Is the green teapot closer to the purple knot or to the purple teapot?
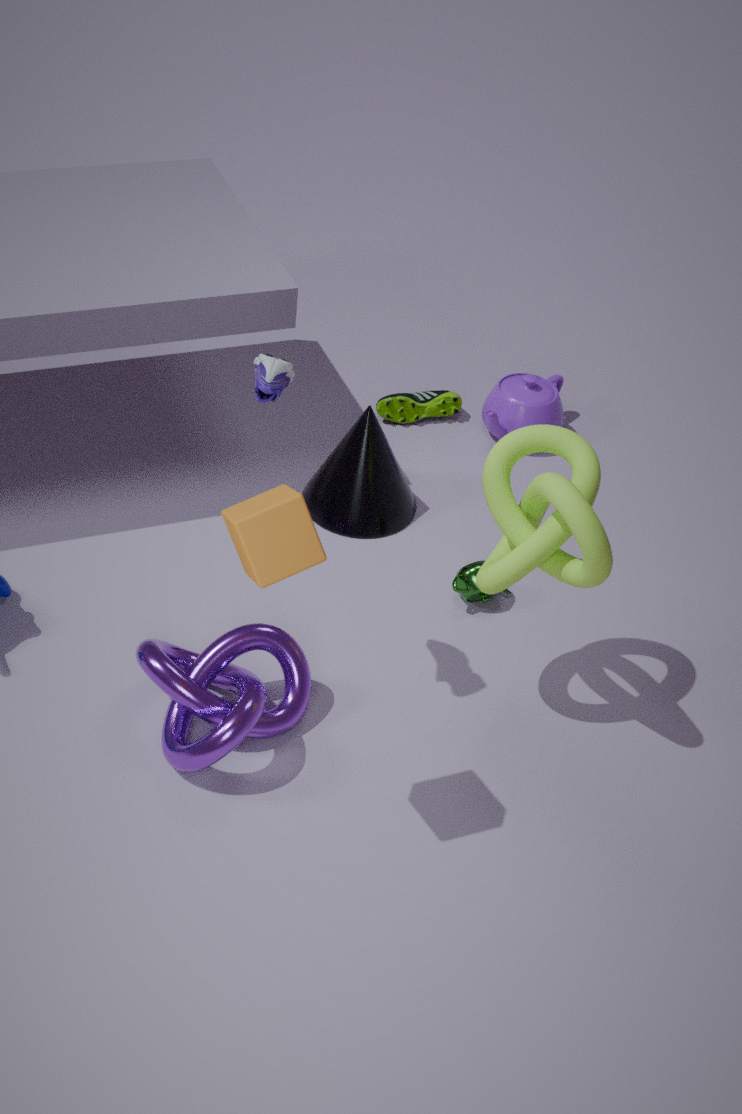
the purple knot
